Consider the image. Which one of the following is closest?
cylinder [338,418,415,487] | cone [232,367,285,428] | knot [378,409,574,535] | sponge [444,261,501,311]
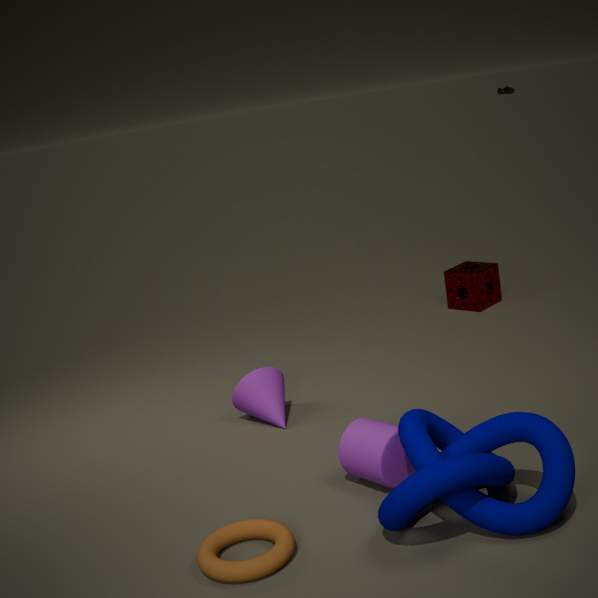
knot [378,409,574,535]
